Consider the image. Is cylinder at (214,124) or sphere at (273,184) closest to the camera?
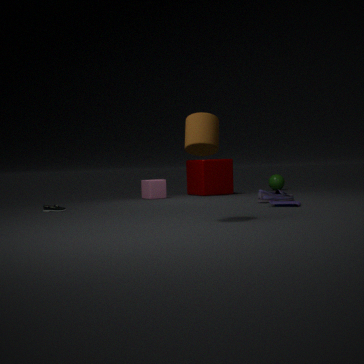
cylinder at (214,124)
